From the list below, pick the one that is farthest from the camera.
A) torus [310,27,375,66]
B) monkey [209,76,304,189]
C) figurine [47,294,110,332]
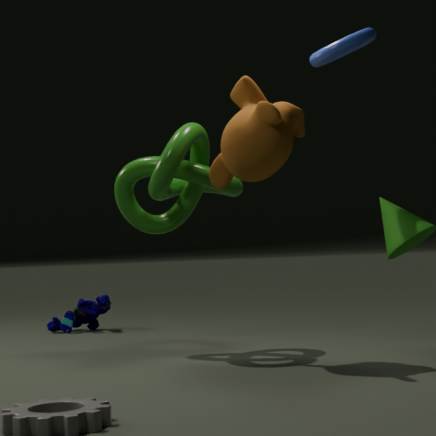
figurine [47,294,110,332]
